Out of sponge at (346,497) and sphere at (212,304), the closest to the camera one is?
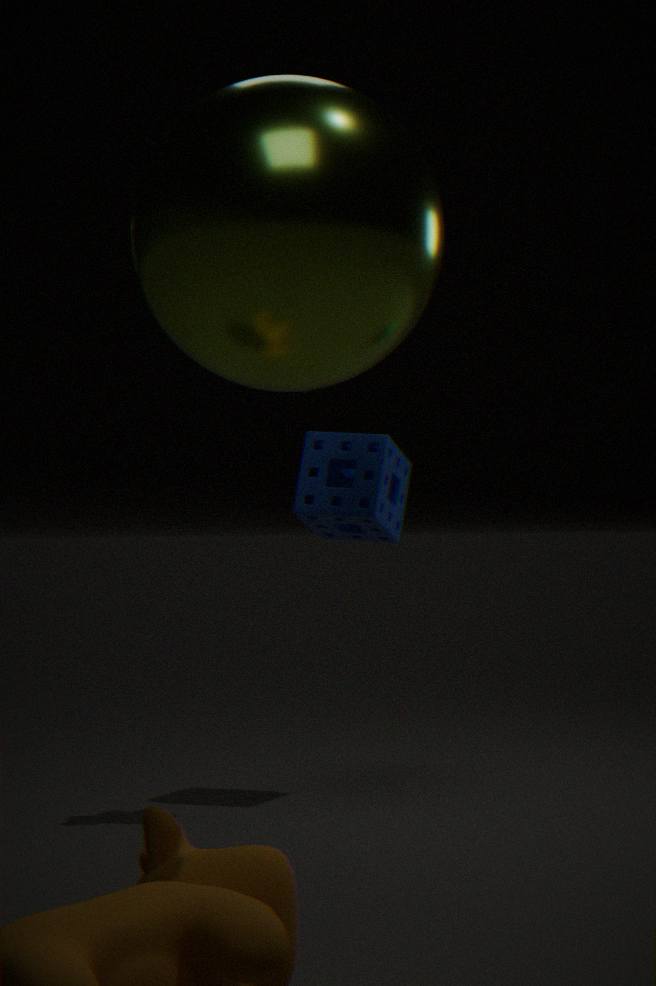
sphere at (212,304)
